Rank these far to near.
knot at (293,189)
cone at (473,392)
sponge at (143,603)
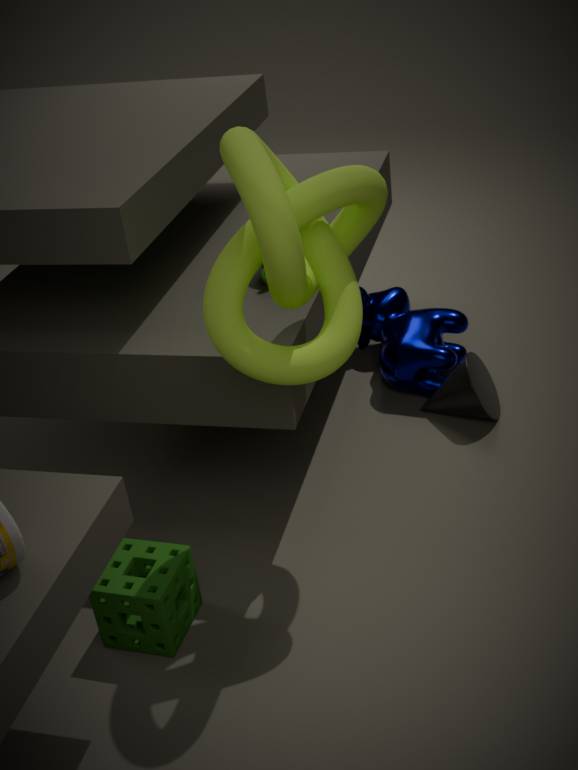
cone at (473,392), sponge at (143,603), knot at (293,189)
